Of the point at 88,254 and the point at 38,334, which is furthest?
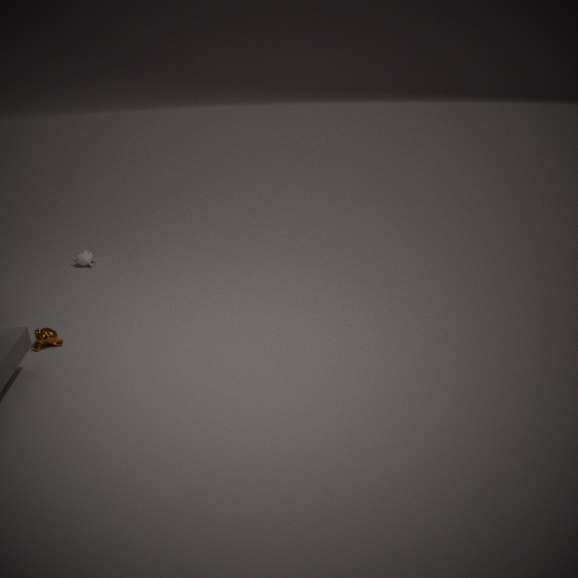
the point at 88,254
